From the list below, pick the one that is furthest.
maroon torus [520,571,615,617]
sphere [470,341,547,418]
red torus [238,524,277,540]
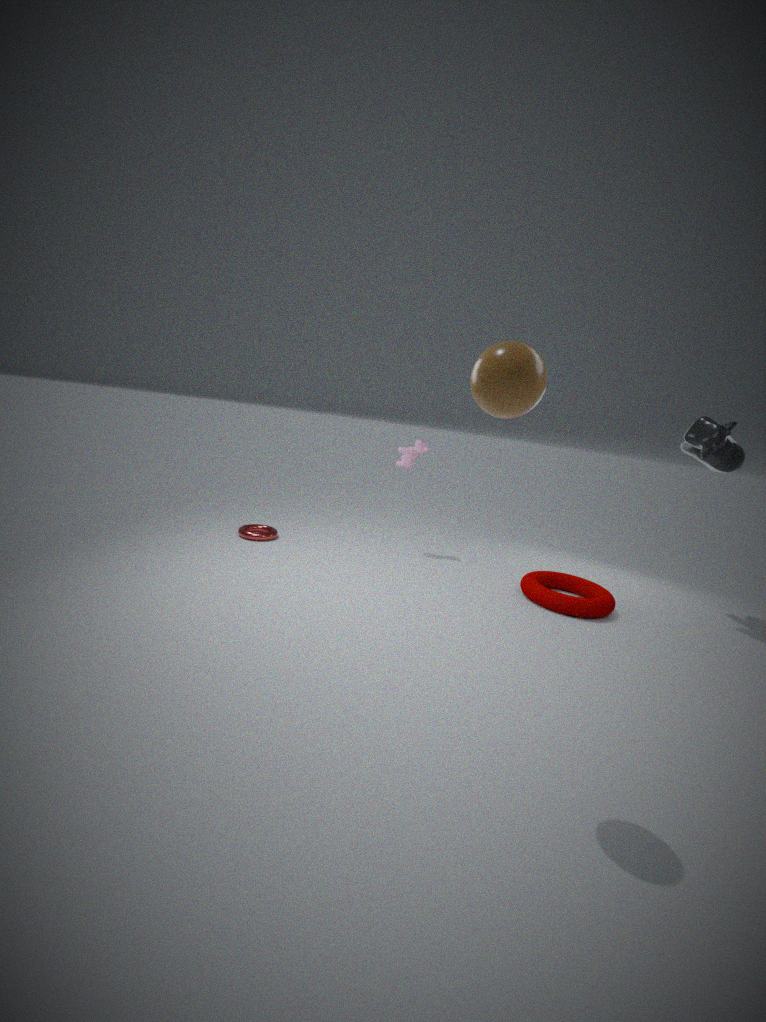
red torus [238,524,277,540]
